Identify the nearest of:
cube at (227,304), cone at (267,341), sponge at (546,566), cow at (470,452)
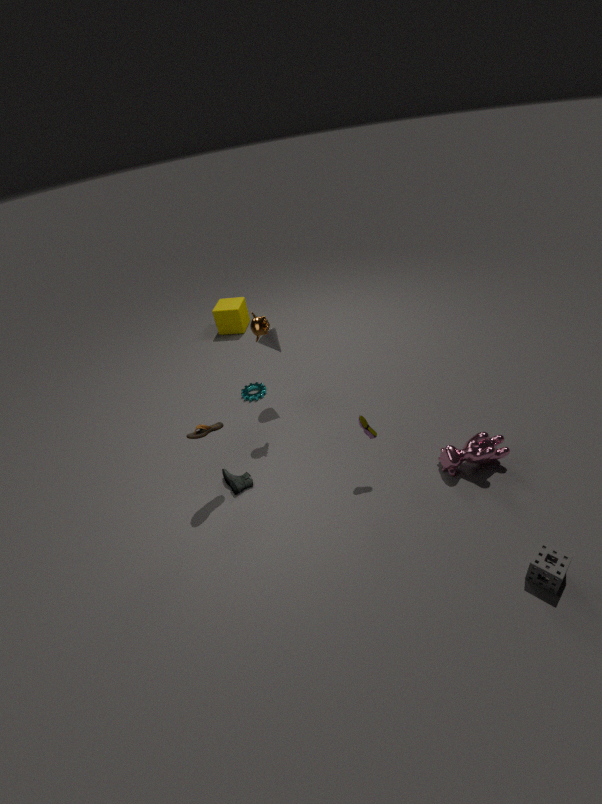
sponge at (546,566)
